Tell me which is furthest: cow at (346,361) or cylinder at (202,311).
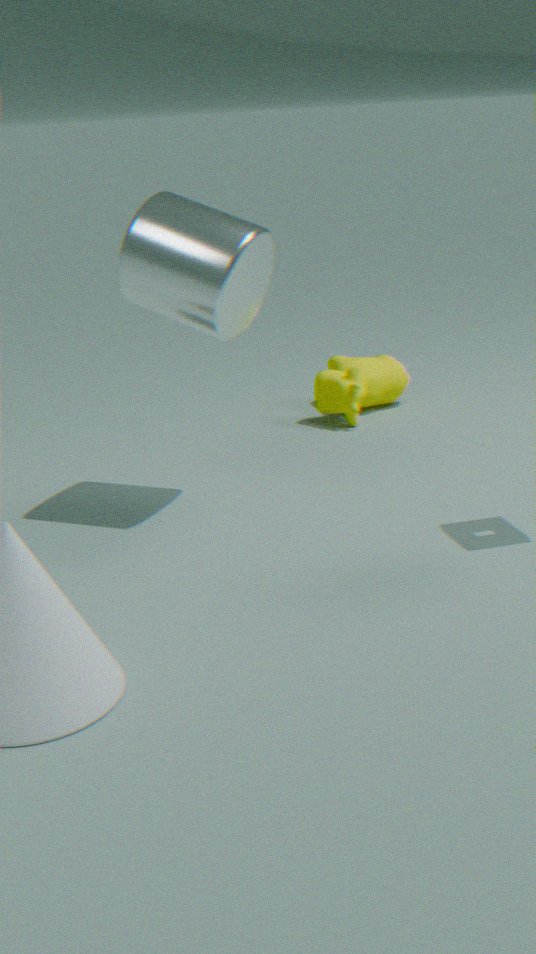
cow at (346,361)
